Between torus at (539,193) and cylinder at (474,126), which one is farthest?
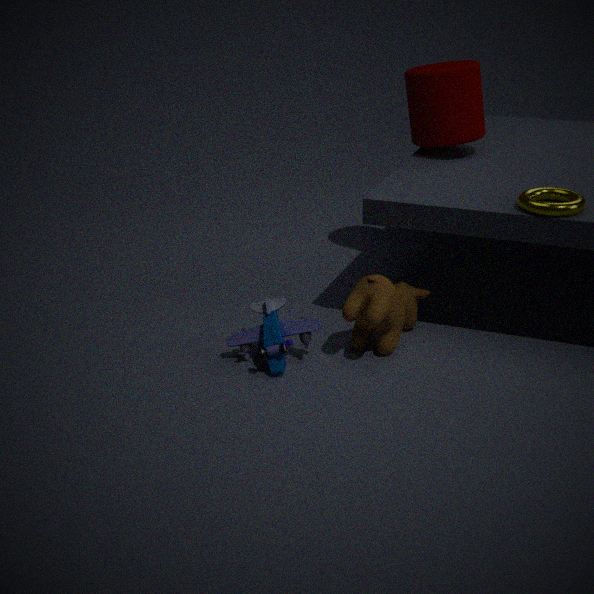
cylinder at (474,126)
